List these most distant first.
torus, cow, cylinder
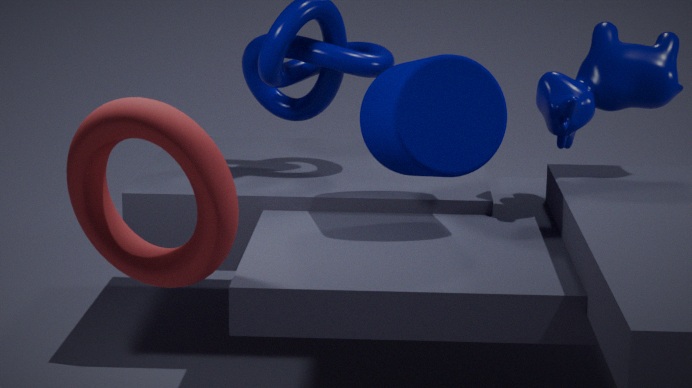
cow → cylinder → torus
